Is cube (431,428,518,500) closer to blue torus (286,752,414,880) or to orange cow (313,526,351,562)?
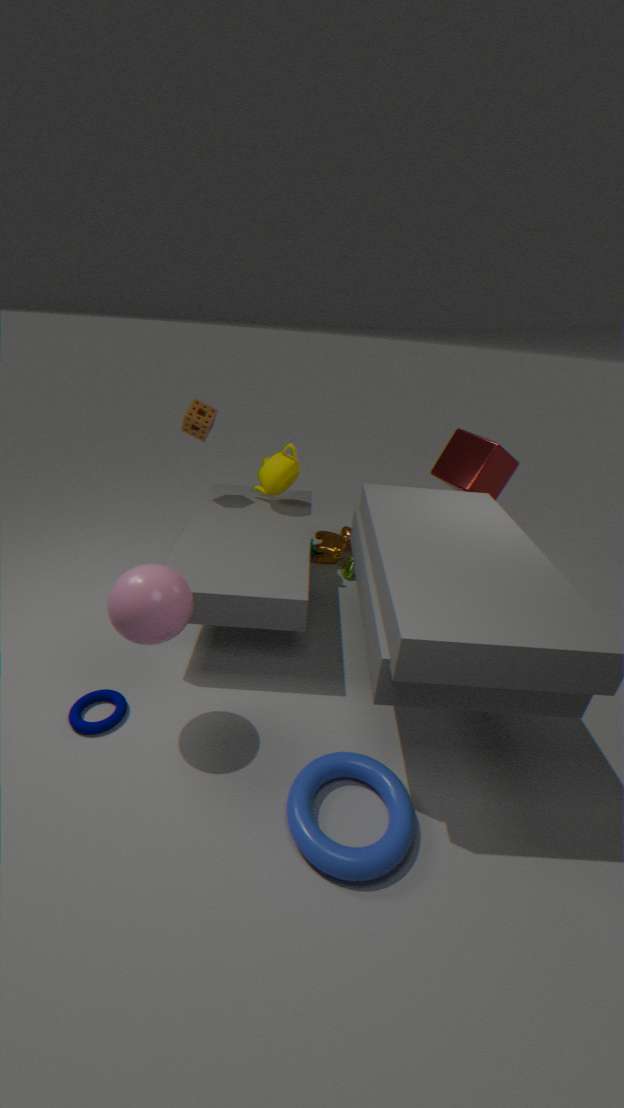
orange cow (313,526,351,562)
